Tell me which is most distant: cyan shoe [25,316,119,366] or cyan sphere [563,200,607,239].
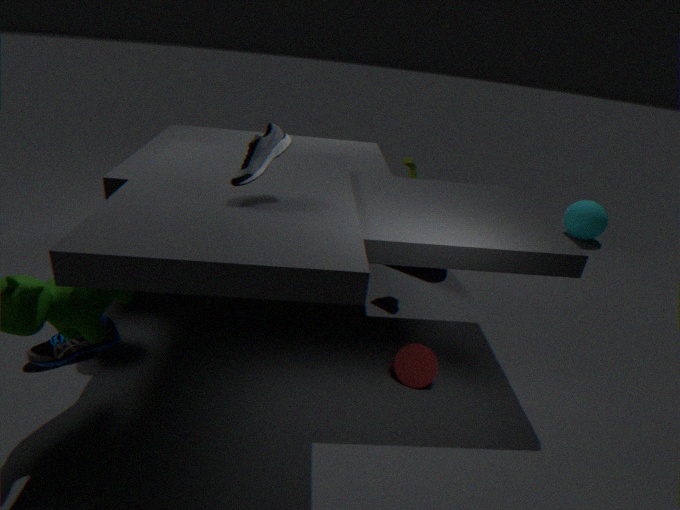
cyan sphere [563,200,607,239]
